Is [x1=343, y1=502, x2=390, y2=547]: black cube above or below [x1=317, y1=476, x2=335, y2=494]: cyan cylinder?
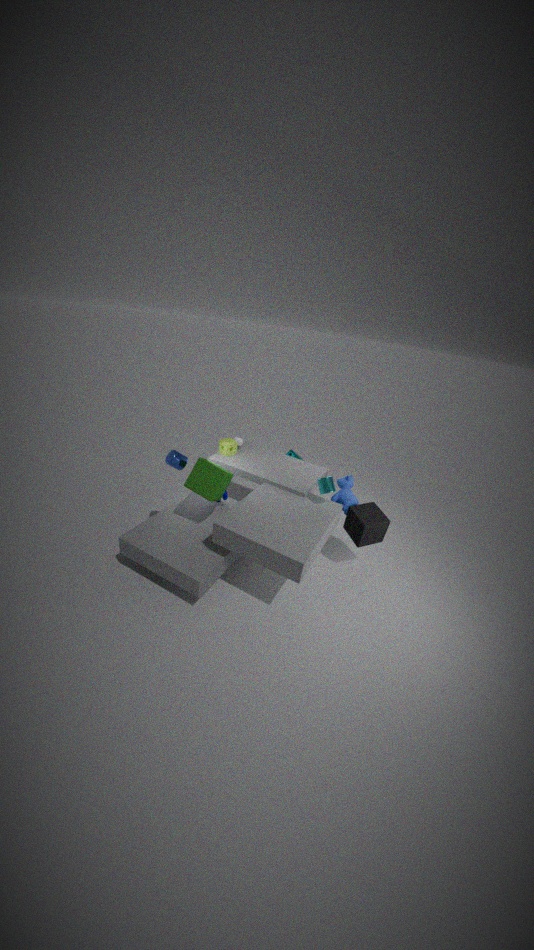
below
